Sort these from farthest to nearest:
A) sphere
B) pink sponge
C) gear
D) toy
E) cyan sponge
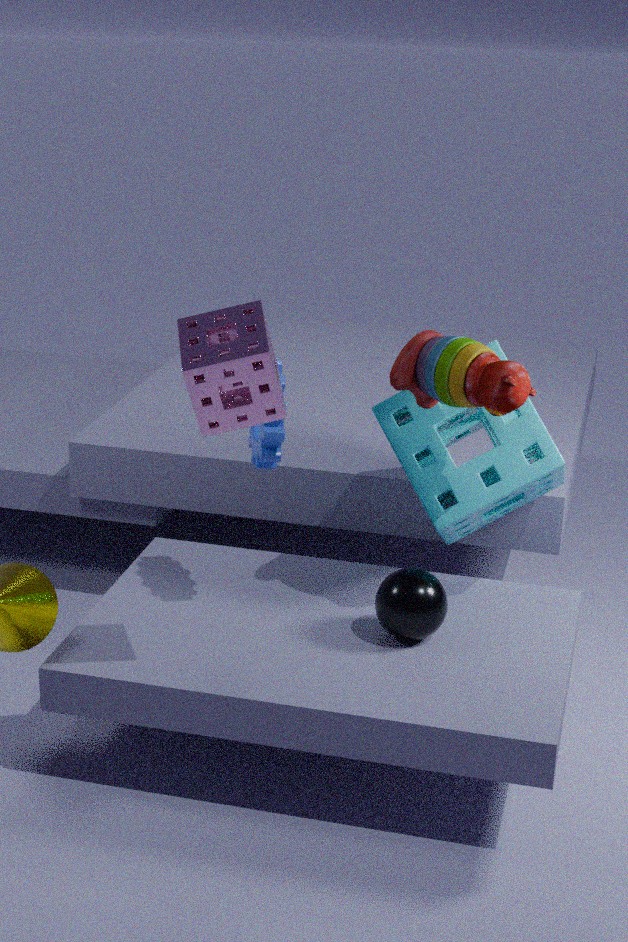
cyan sponge → sphere → gear → toy → pink sponge
